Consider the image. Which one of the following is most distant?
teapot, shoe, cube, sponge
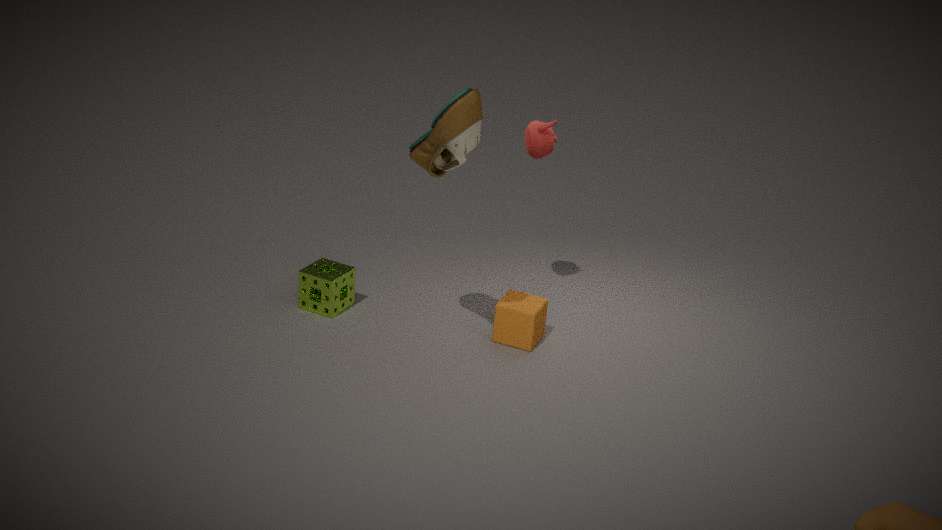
sponge
